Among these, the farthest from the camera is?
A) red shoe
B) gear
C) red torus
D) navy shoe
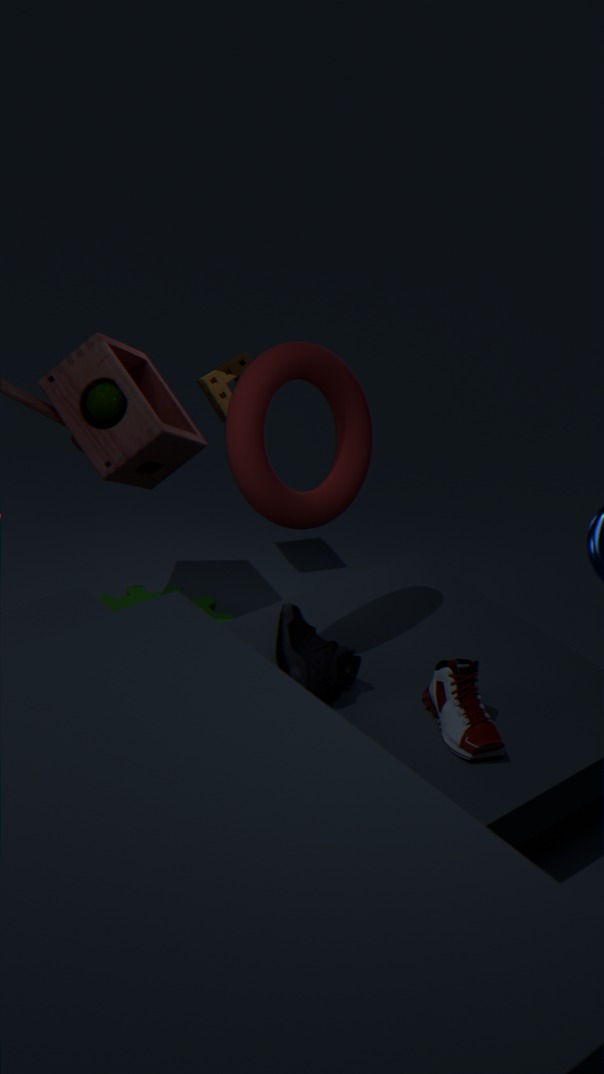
gear
